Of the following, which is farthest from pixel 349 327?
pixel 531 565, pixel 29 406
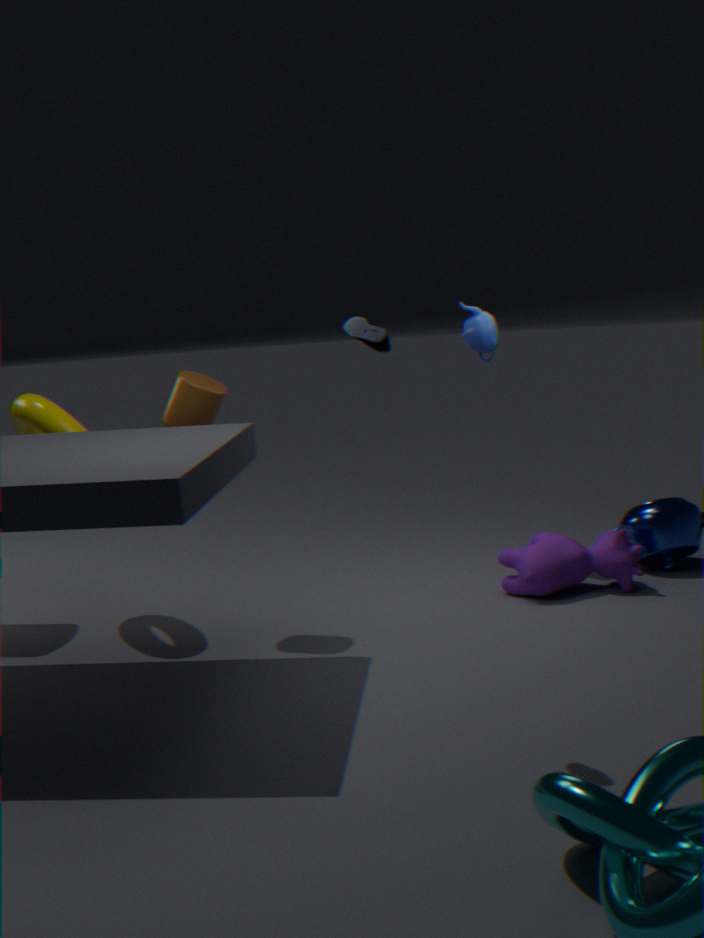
pixel 531 565
